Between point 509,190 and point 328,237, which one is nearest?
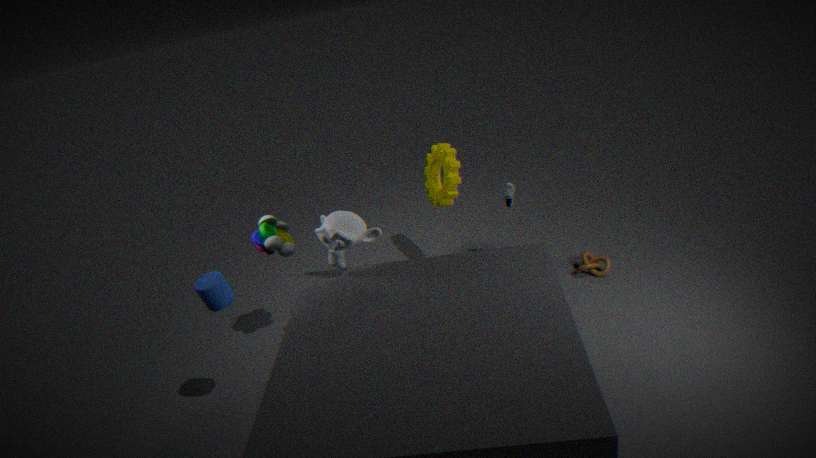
point 328,237
